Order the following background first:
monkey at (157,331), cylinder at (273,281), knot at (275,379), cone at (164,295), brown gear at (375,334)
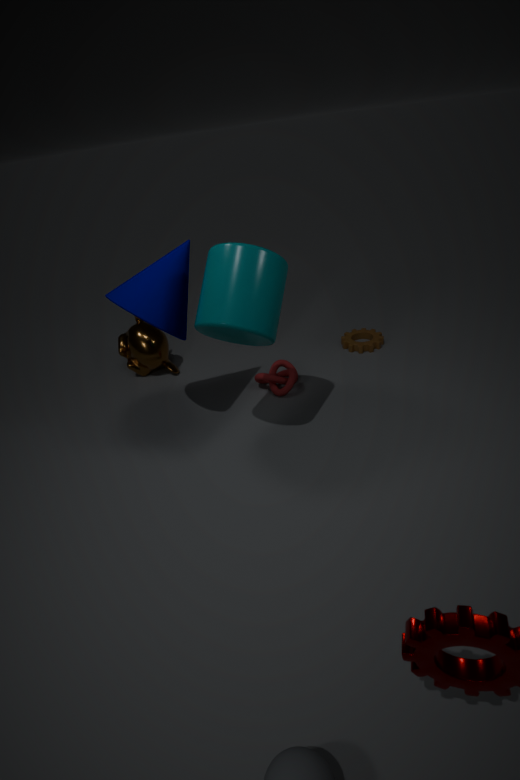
brown gear at (375,334), monkey at (157,331), knot at (275,379), cone at (164,295), cylinder at (273,281)
